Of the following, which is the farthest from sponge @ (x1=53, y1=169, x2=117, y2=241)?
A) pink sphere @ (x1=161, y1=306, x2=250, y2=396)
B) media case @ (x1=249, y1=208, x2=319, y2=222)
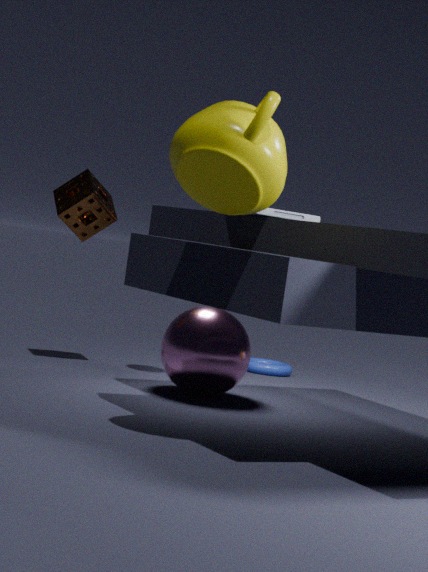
media case @ (x1=249, y1=208, x2=319, y2=222)
